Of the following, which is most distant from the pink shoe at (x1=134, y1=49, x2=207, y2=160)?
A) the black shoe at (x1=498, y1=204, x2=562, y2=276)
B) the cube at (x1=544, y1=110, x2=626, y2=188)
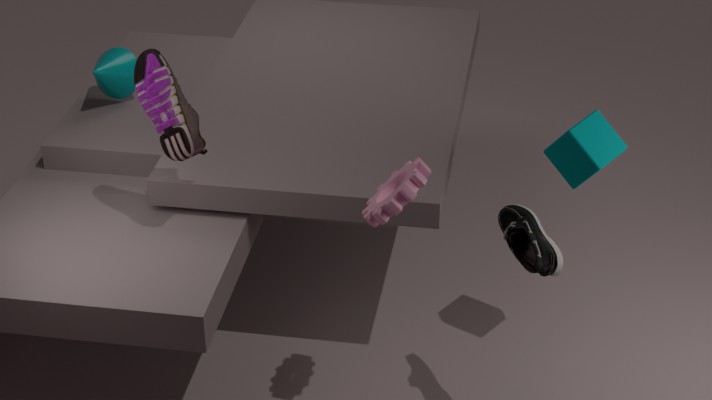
the cube at (x1=544, y1=110, x2=626, y2=188)
